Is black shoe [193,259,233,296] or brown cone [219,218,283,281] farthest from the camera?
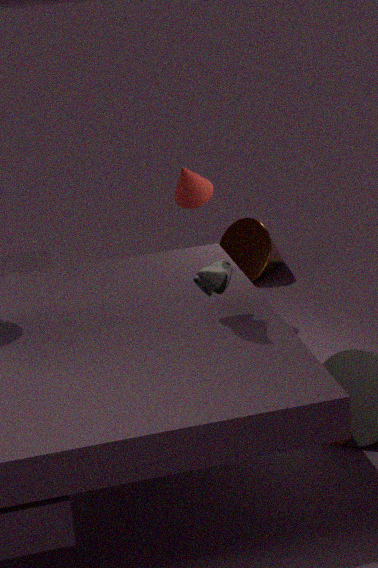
brown cone [219,218,283,281]
